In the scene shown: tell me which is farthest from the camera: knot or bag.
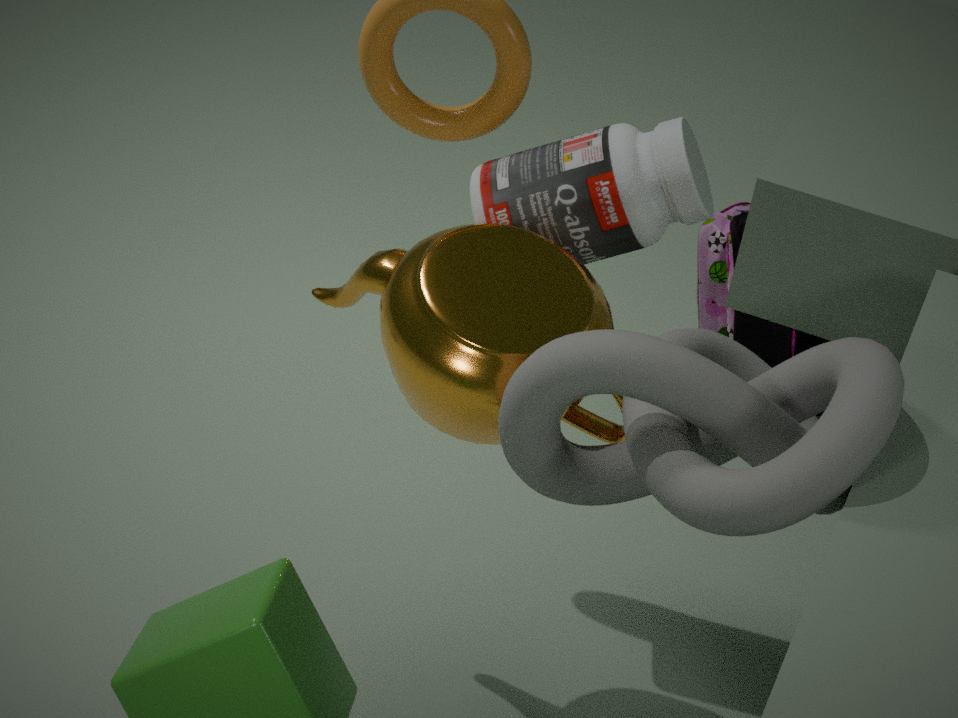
bag
